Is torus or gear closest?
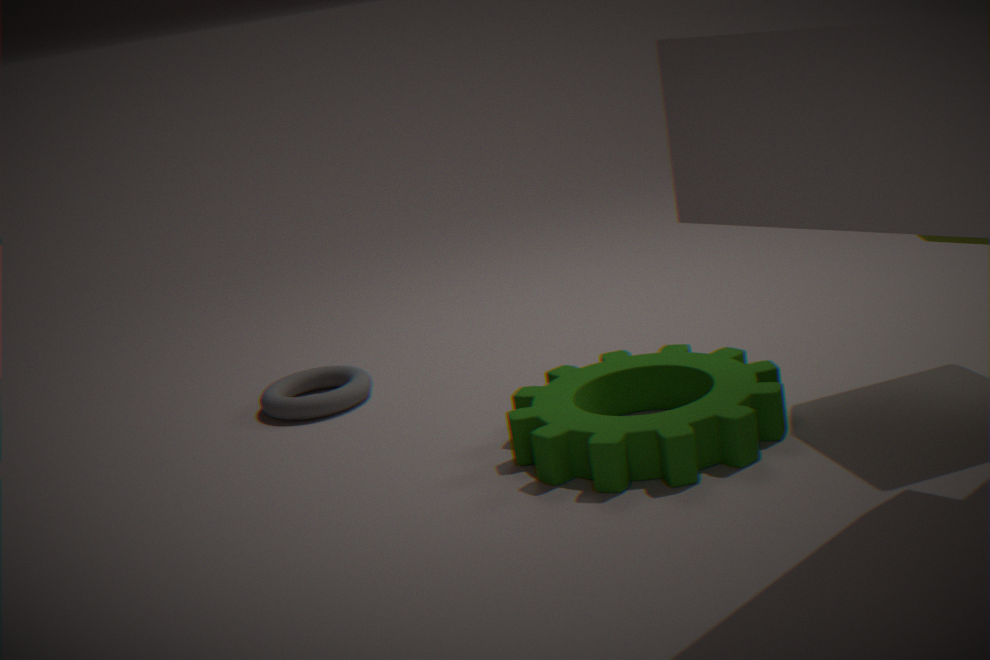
gear
